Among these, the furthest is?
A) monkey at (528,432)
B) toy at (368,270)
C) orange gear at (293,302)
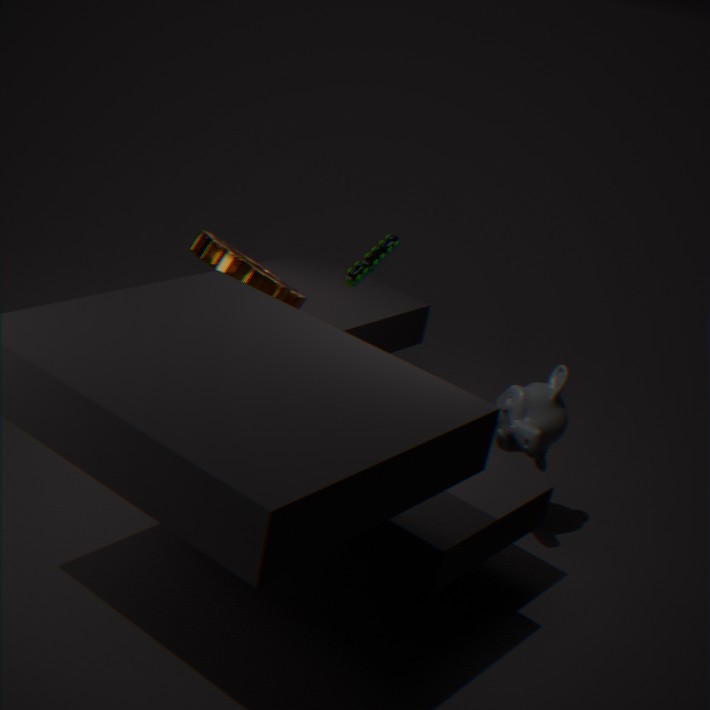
toy at (368,270)
